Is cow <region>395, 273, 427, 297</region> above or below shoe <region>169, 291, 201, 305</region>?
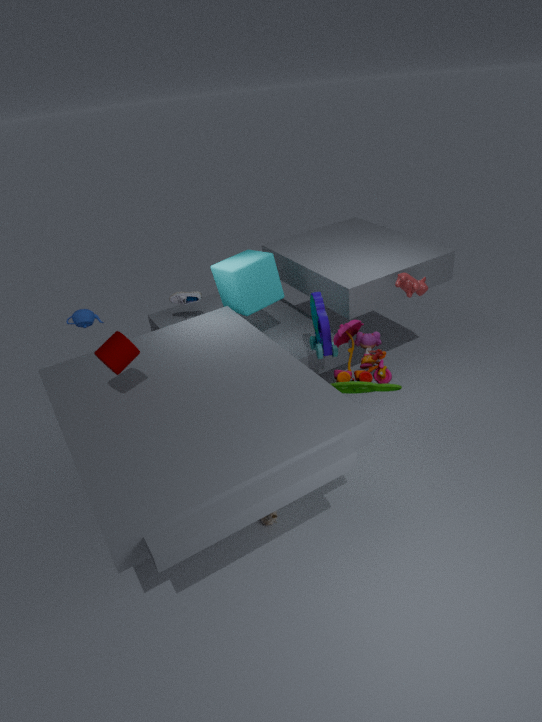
above
